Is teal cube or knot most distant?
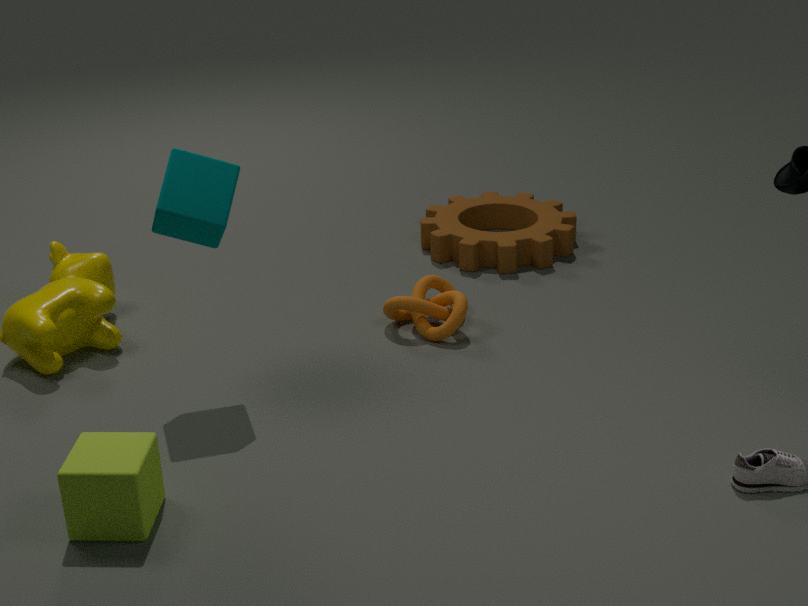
knot
